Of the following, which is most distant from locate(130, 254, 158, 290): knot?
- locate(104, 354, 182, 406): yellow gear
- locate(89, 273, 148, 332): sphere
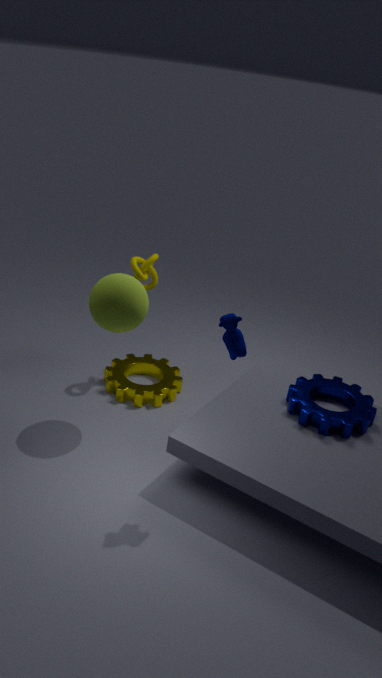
locate(104, 354, 182, 406): yellow gear
